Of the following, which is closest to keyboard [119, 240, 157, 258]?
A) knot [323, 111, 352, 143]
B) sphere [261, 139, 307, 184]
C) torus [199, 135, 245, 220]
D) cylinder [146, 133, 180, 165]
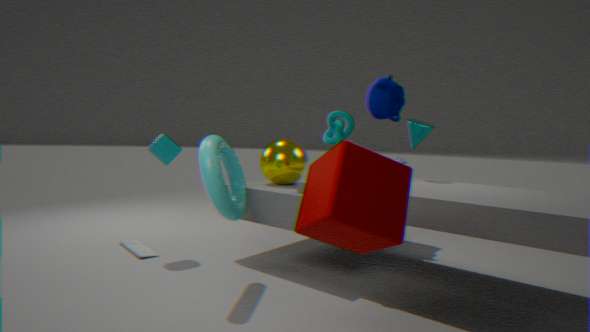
cylinder [146, 133, 180, 165]
